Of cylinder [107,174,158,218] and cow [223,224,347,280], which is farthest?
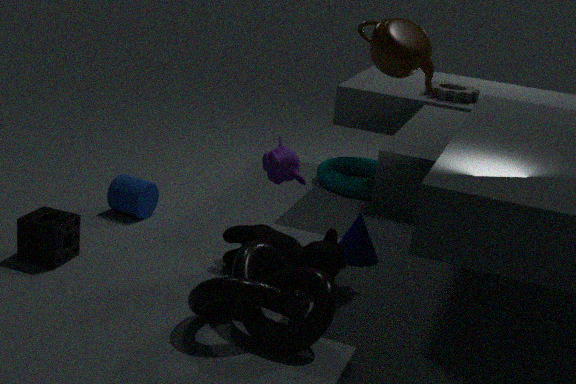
cylinder [107,174,158,218]
